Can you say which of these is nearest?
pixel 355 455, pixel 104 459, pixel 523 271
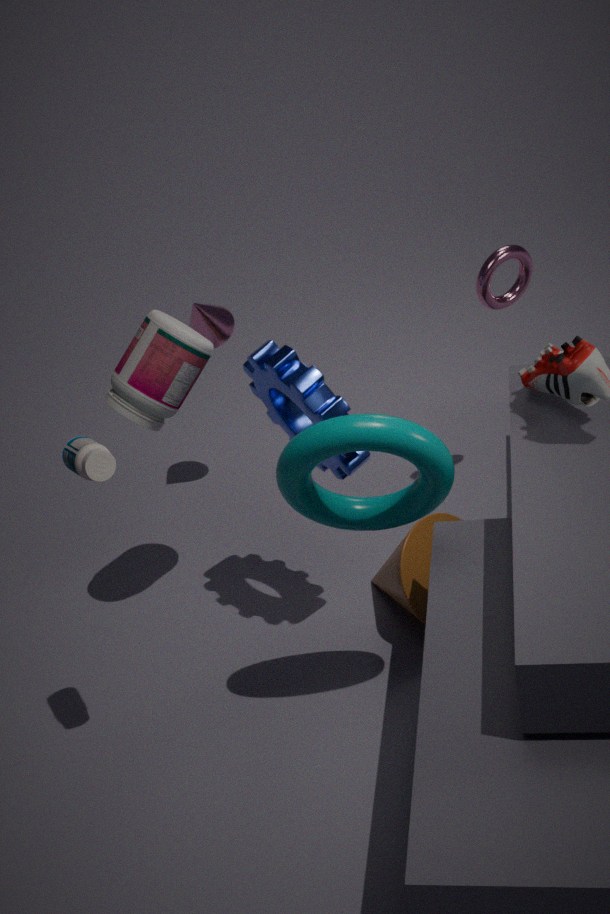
pixel 104 459
